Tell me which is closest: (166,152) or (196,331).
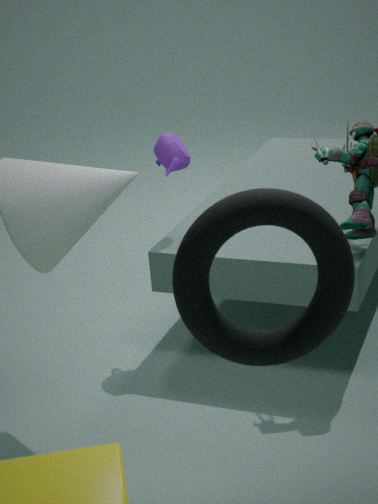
(196,331)
